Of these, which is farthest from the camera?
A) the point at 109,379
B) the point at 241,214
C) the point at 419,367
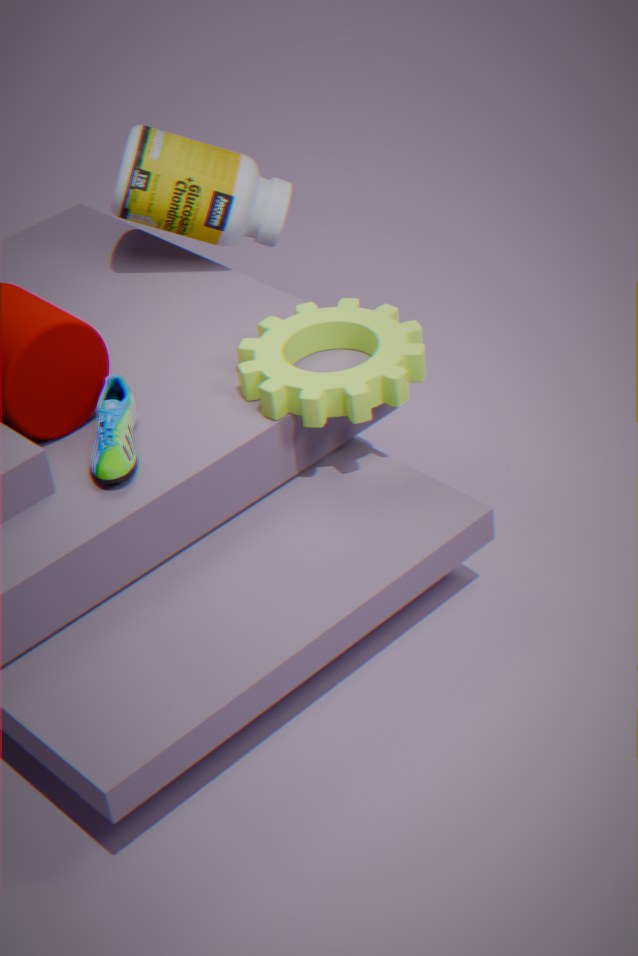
the point at 241,214
